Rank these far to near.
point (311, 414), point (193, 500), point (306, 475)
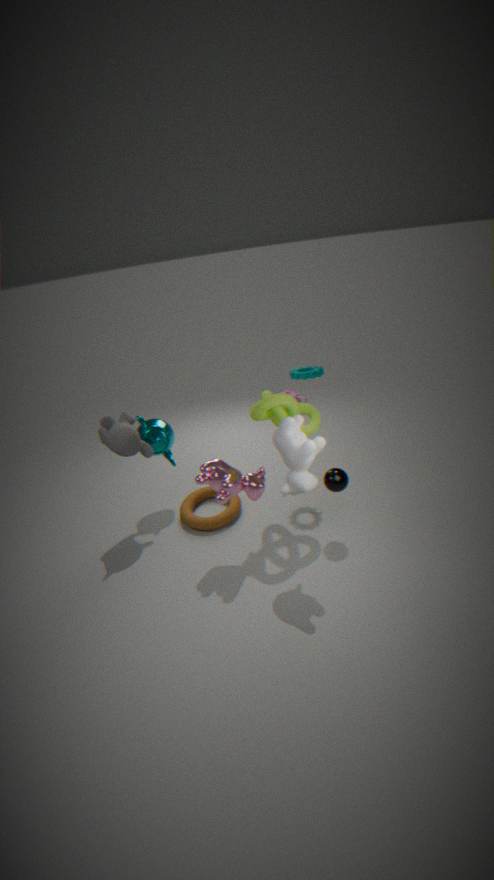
point (193, 500)
point (311, 414)
point (306, 475)
